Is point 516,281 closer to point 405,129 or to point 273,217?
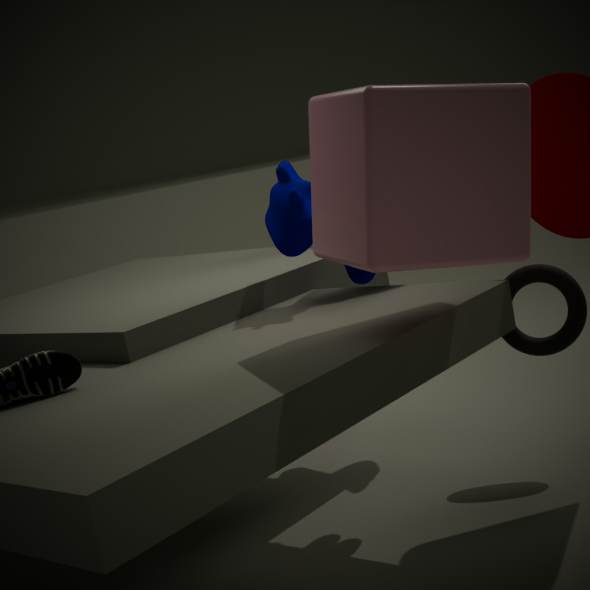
point 273,217
